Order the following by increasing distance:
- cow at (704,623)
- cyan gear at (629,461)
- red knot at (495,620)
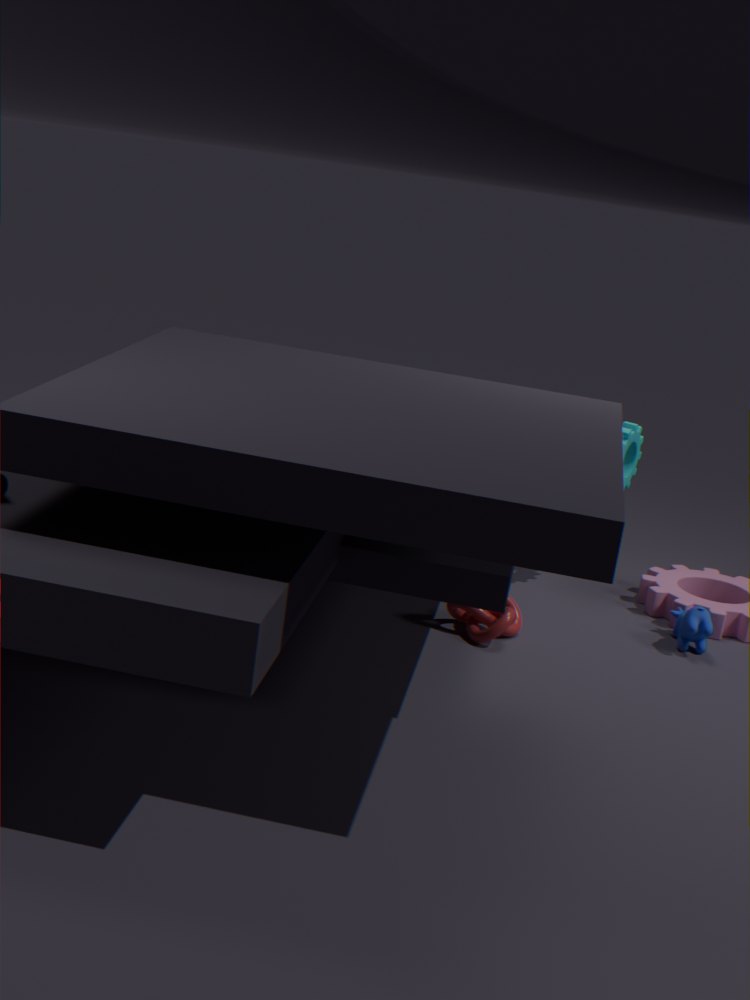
red knot at (495,620)
cow at (704,623)
cyan gear at (629,461)
